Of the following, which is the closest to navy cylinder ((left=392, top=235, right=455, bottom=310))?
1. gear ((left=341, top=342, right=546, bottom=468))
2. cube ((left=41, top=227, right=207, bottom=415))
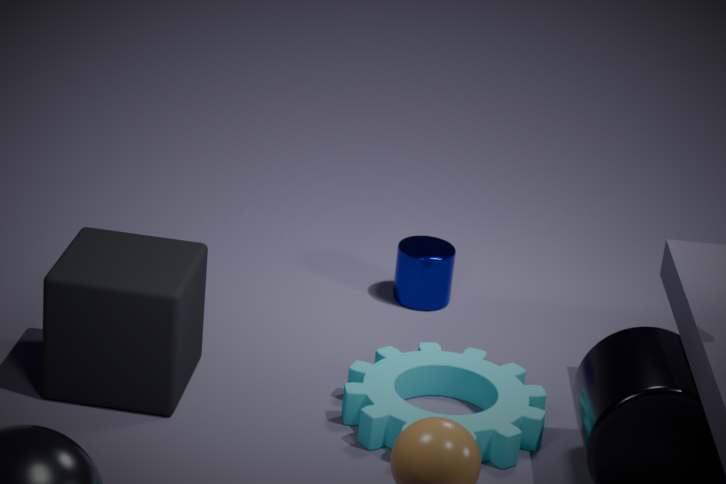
gear ((left=341, top=342, right=546, bottom=468))
